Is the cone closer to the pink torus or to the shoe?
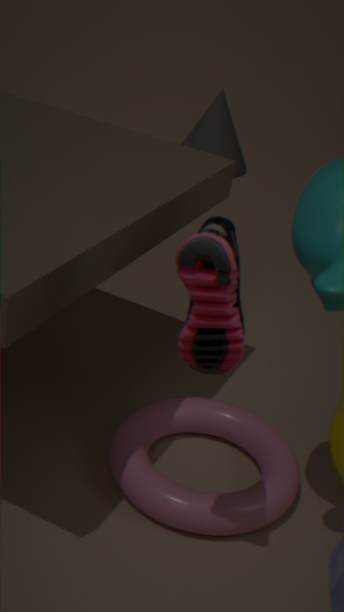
the pink torus
